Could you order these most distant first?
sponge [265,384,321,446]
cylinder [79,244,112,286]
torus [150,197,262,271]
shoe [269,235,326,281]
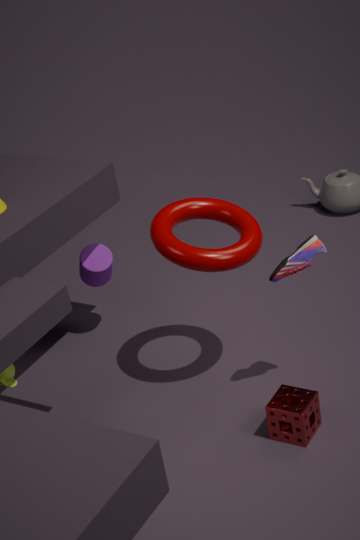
Answer: cylinder [79,244,112,286] < torus [150,197,262,271] < shoe [269,235,326,281] < sponge [265,384,321,446]
